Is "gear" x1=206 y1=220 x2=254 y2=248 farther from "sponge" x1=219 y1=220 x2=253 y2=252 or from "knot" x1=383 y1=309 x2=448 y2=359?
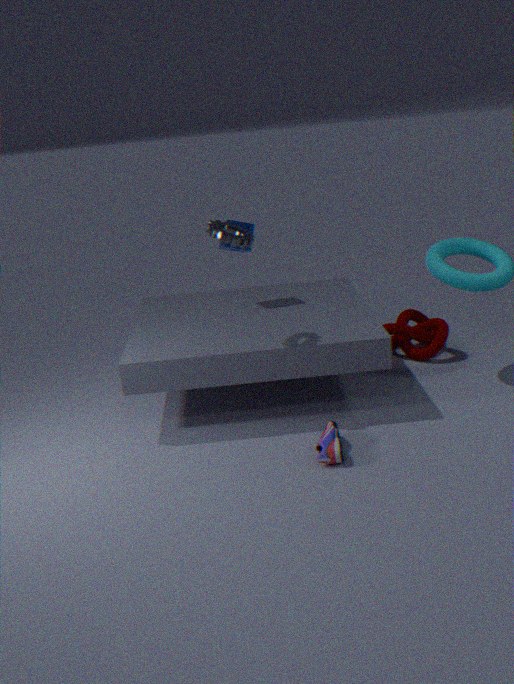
"knot" x1=383 y1=309 x2=448 y2=359
